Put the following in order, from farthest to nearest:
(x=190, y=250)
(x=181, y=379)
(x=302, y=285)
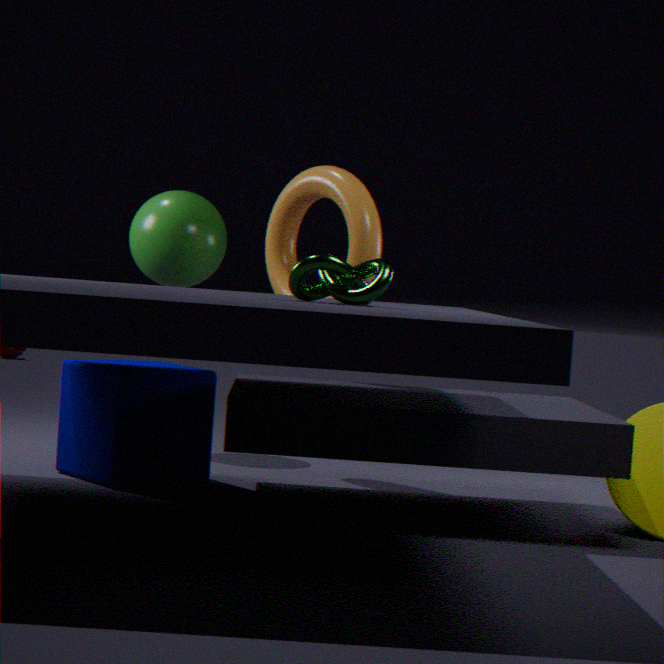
(x=190, y=250), (x=181, y=379), (x=302, y=285)
